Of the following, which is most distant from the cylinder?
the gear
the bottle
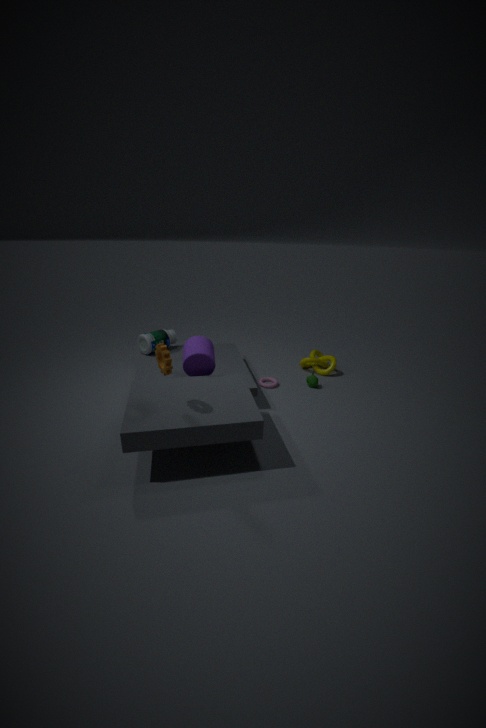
the bottle
